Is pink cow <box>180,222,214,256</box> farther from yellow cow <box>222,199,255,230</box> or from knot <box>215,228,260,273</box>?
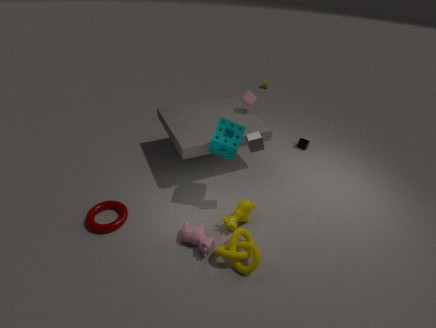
yellow cow <box>222,199,255,230</box>
